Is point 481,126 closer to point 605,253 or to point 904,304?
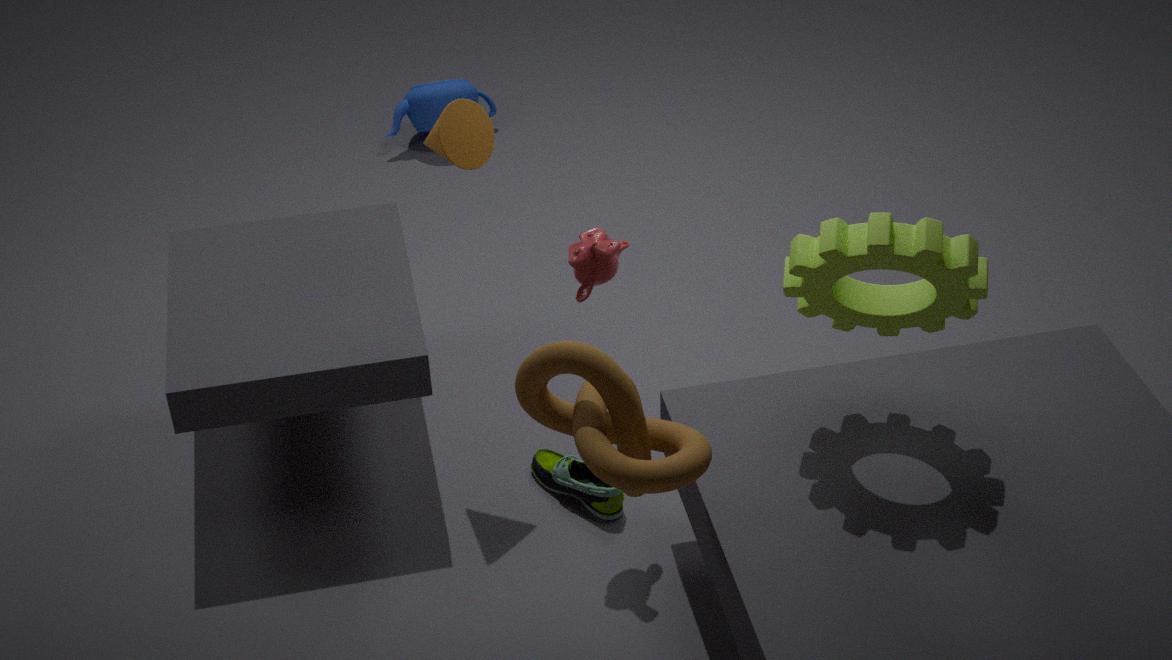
point 605,253
